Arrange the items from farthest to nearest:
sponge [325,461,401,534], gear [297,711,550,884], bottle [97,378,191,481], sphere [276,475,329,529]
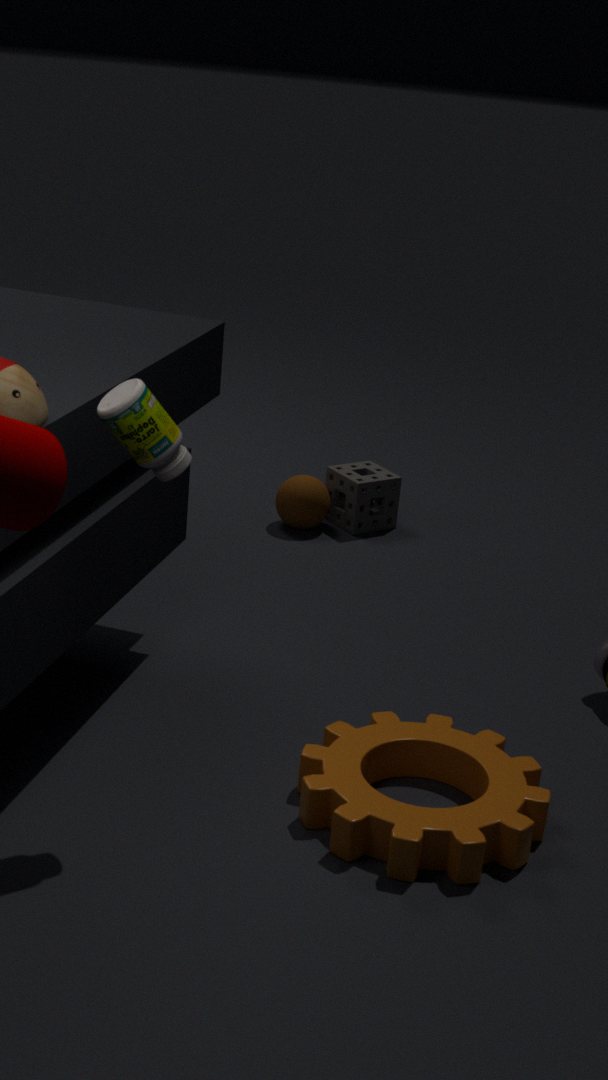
sponge [325,461,401,534] → sphere [276,475,329,529] → gear [297,711,550,884] → bottle [97,378,191,481]
